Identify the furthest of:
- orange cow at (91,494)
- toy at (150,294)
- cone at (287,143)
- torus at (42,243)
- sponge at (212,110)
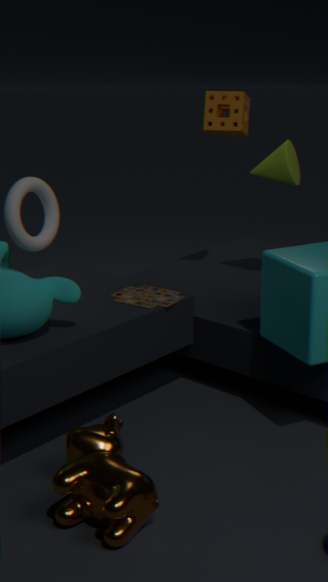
sponge at (212,110)
